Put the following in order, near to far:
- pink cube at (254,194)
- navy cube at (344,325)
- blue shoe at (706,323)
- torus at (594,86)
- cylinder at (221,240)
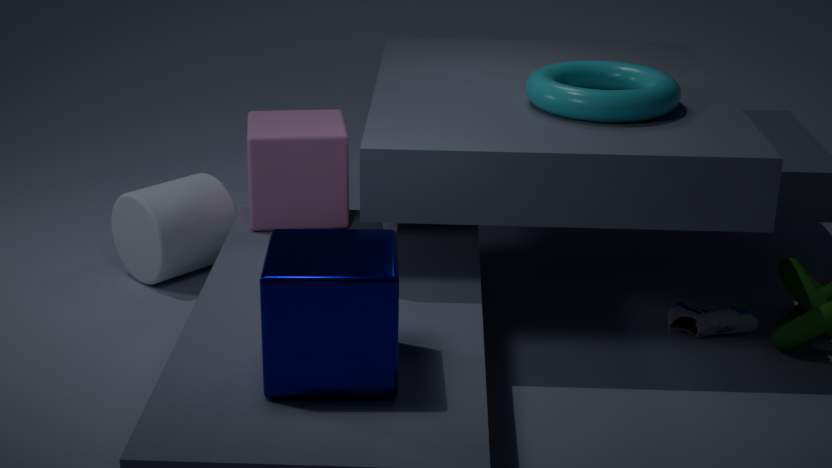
navy cube at (344,325), torus at (594,86), blue shoe at (706,323), pink cube at (254,194), cylinder at (221,240)
